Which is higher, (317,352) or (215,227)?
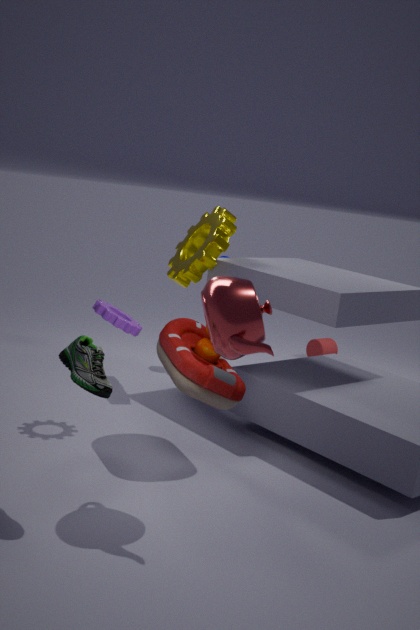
(215,227)
